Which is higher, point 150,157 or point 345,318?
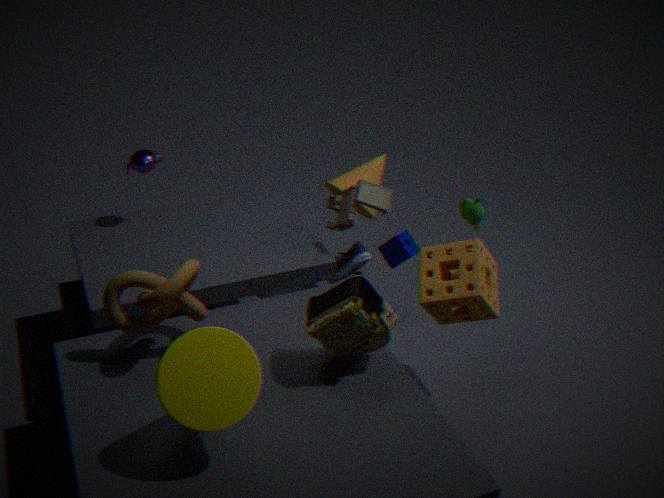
point 150,157
